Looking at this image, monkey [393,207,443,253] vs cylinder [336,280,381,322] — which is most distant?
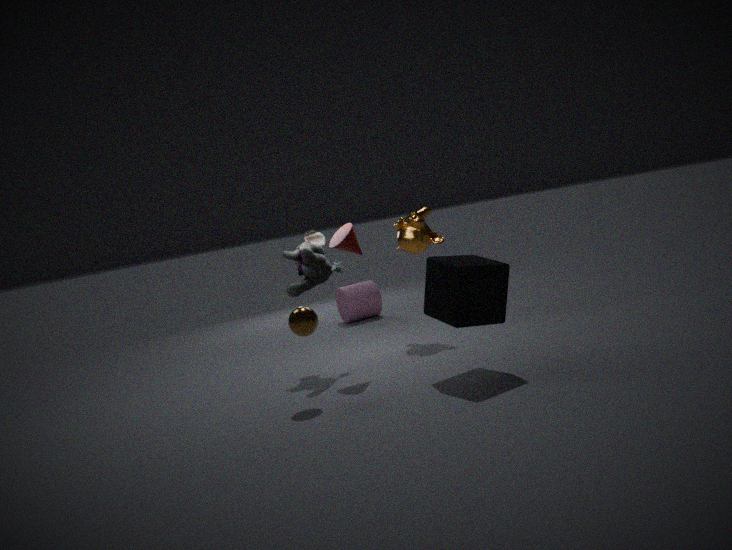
cylinder [336,280,381,322]
